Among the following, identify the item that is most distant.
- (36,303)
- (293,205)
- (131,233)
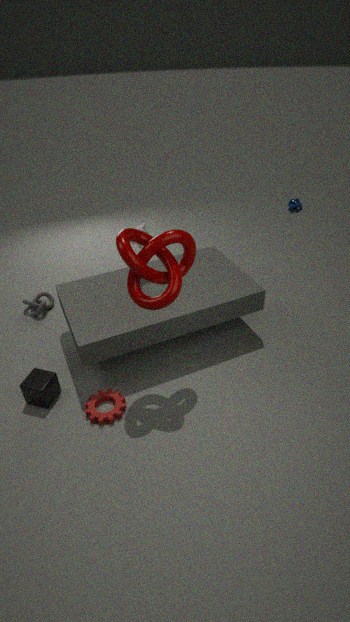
(293,205)
